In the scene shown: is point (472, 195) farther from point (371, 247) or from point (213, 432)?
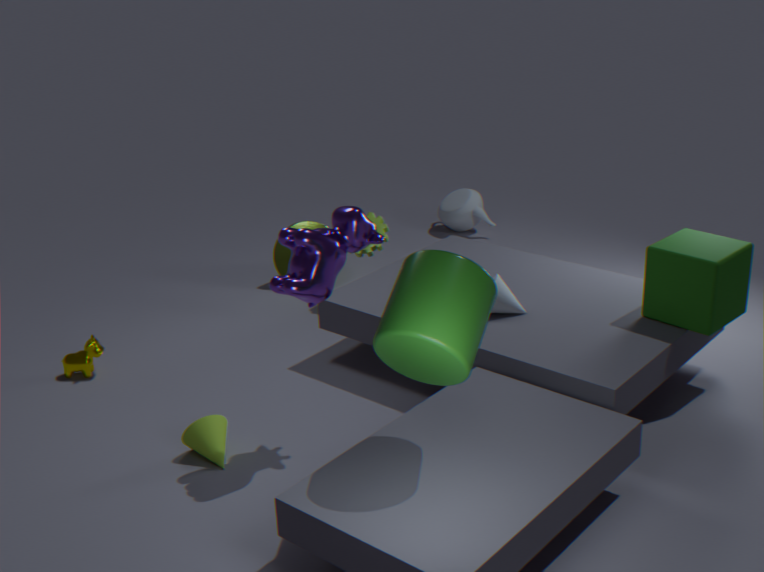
point (213, 432)
